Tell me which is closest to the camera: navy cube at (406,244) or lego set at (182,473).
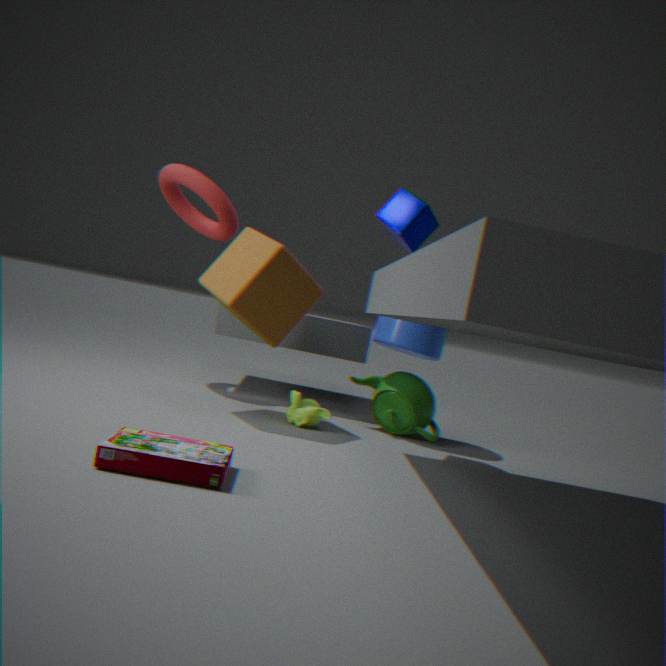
lego set at (182,473)
